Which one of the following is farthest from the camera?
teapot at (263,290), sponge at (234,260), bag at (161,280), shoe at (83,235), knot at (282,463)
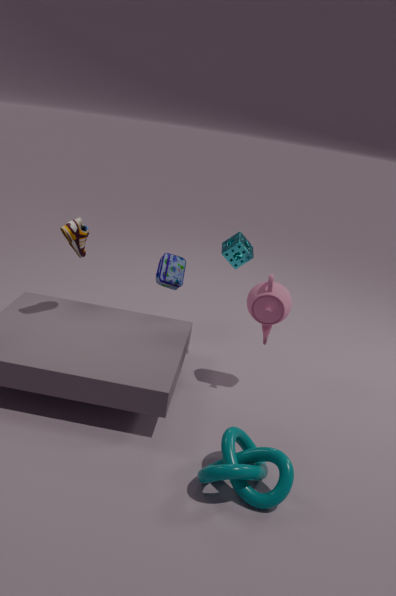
bag at (161,280)
